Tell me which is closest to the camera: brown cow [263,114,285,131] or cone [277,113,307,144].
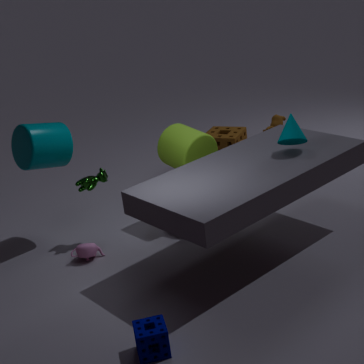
cone [277,113,307,144]
